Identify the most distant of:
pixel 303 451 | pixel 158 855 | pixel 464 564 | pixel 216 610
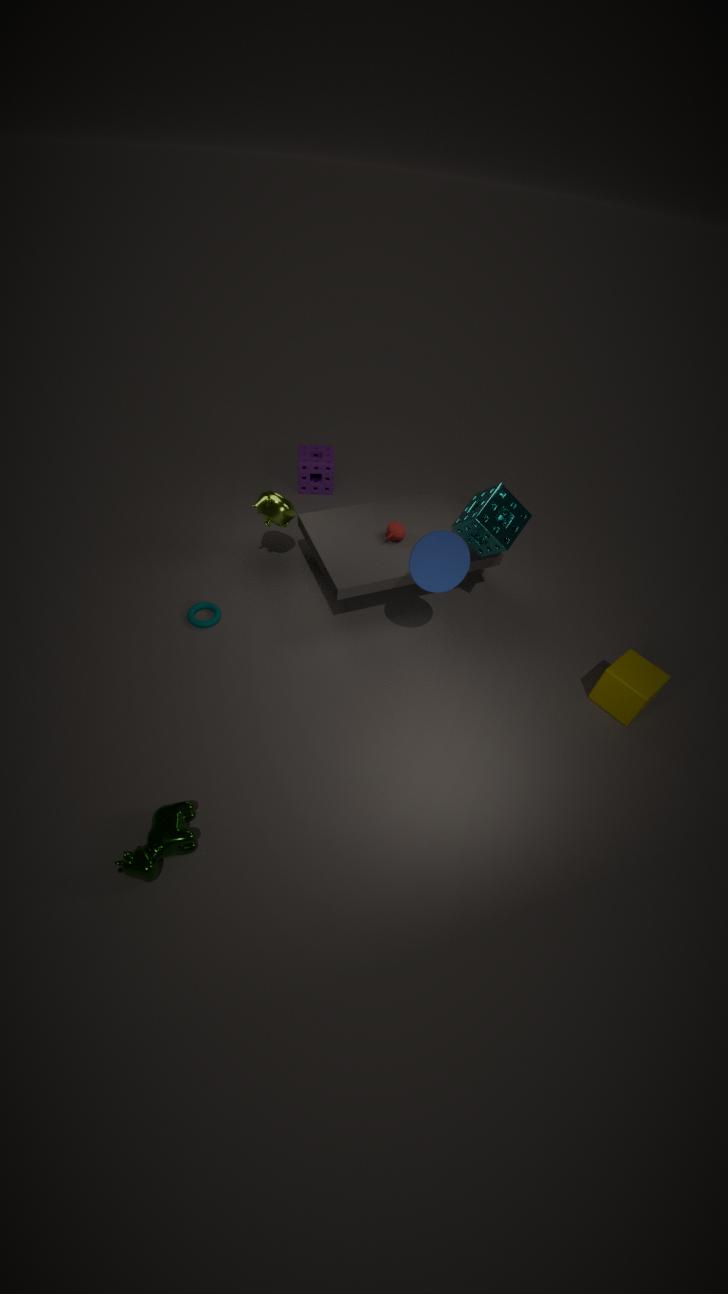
pixel 303 451
